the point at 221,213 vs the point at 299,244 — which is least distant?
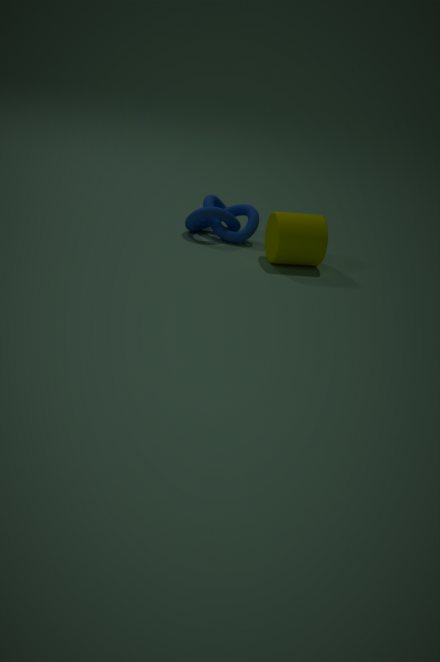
the point at 299,244
